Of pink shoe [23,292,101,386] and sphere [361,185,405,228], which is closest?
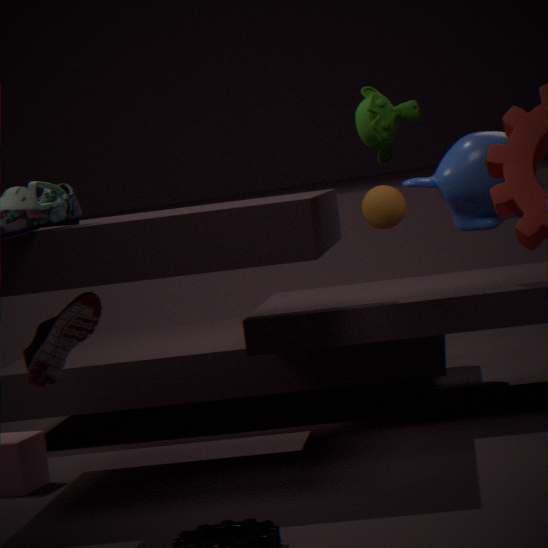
pink shoe [23,292,101,386]
